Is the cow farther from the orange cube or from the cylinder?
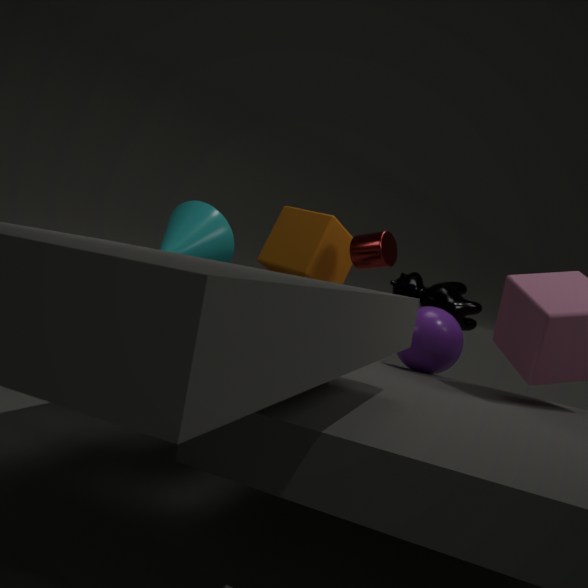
the cylinder
